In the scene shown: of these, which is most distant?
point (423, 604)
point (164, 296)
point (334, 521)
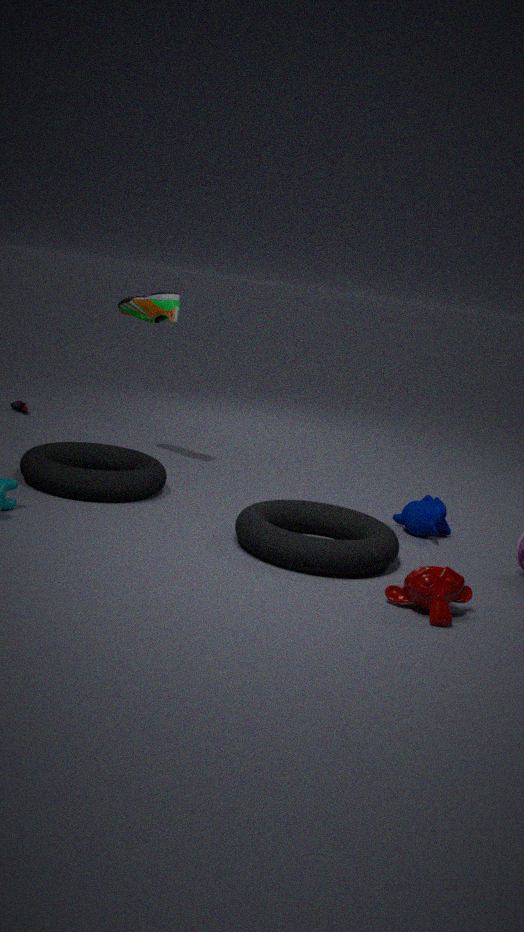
point (164, 296)
